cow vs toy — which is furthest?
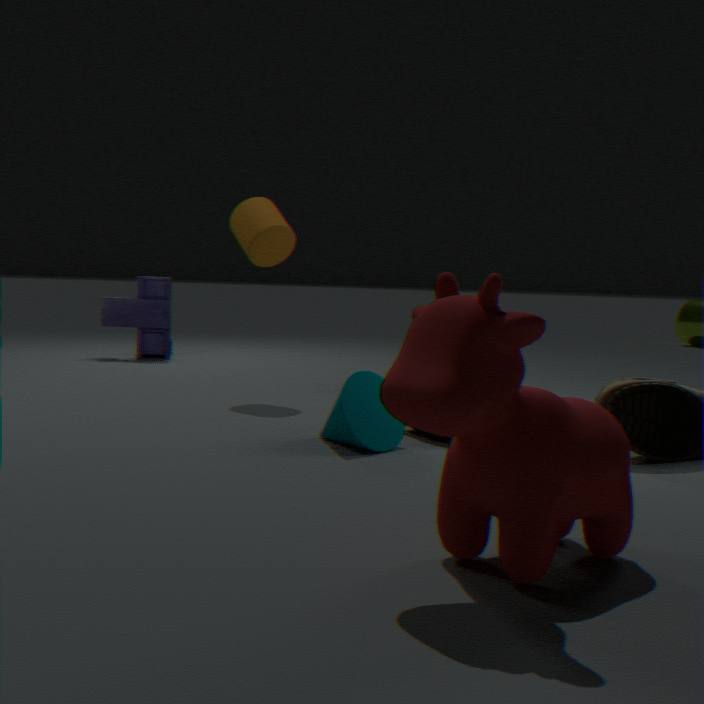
toy
